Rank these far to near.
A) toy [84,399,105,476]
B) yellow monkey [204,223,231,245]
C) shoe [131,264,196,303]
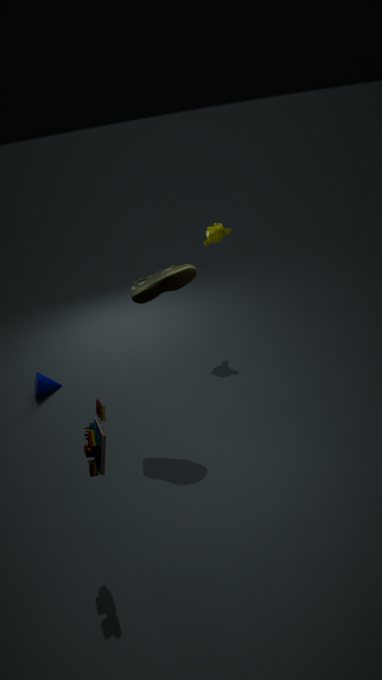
yellow monkey [204,223,231,245]
shoe [131,264,196,303]
toy [84,399,105,476]
